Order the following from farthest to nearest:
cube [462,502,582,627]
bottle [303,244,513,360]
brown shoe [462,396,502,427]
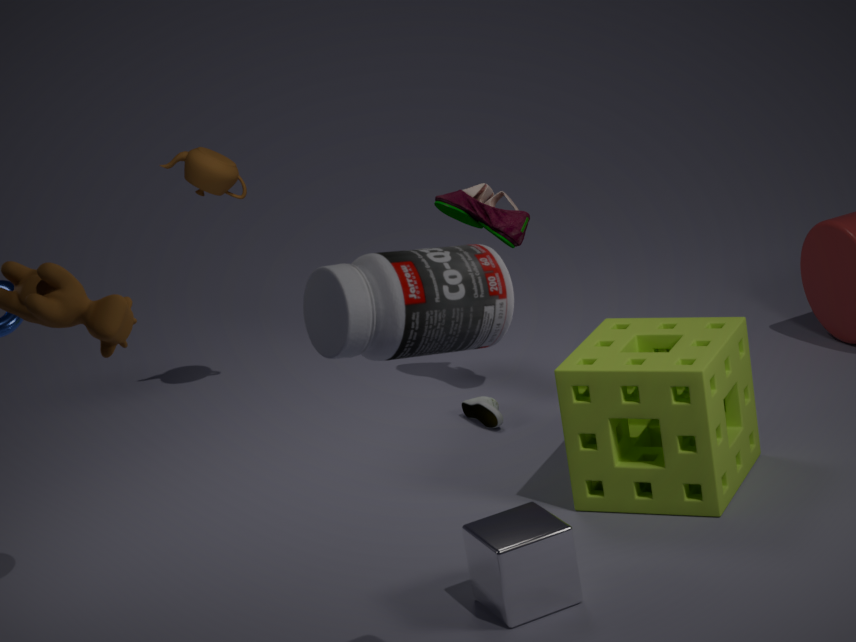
brown shoe [462,396,502,427]
cube [462,502,582,627]
bottle [303,244,513,360]
